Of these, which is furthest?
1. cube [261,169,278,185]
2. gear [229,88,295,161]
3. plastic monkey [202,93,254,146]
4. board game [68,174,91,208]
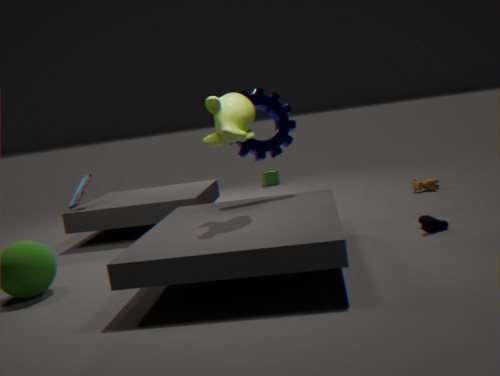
cube [261,169,278,185]
